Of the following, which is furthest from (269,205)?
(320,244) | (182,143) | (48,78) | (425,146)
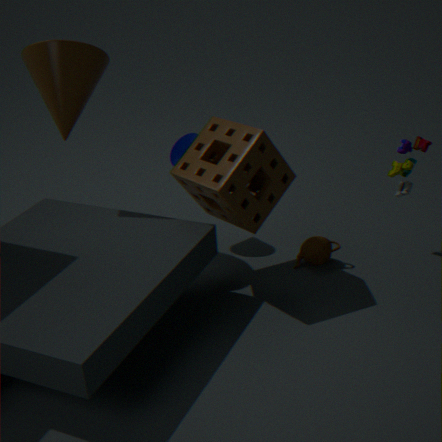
(48,78)
